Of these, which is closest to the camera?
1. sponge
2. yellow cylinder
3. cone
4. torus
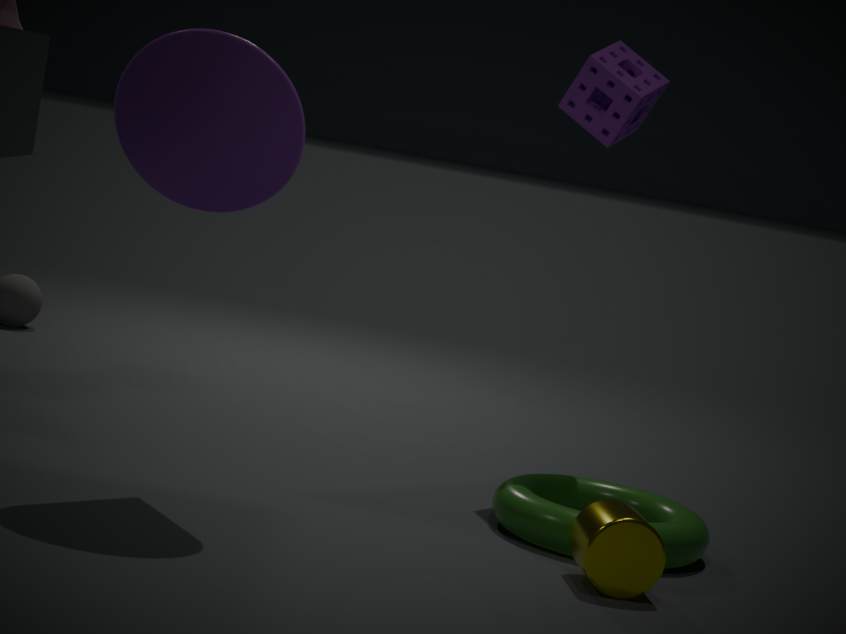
yellow cylinder
